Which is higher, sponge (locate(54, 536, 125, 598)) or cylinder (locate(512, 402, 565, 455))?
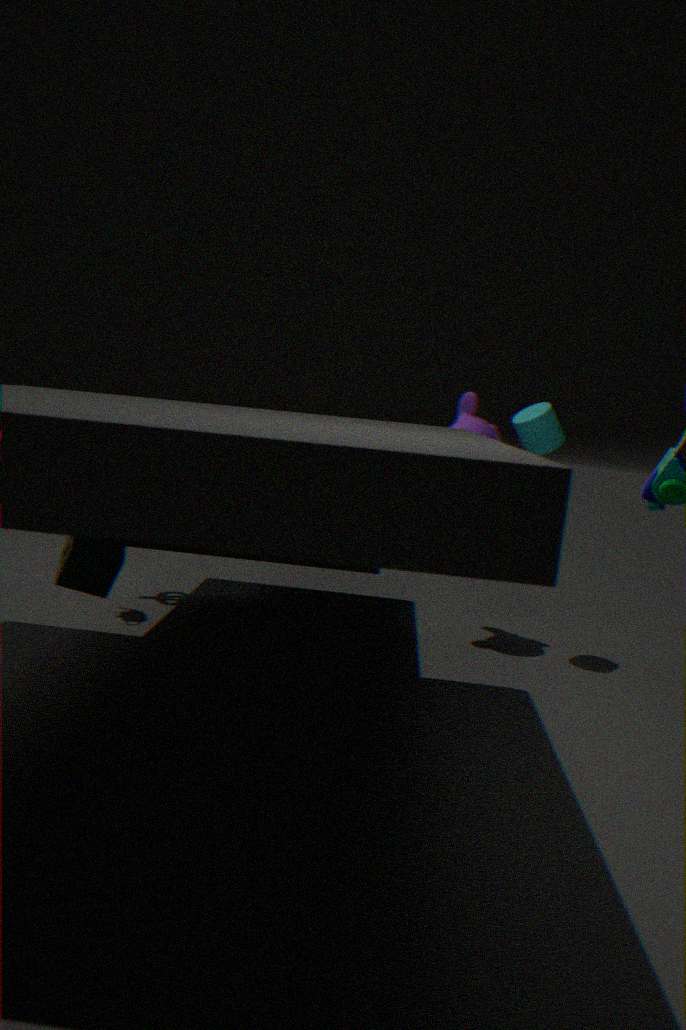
cylinder (locate(512, 402, 565, 455))
